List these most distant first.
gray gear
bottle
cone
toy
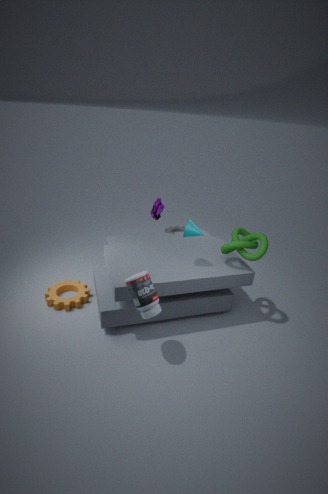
gray gear → toy → cone → bottle
